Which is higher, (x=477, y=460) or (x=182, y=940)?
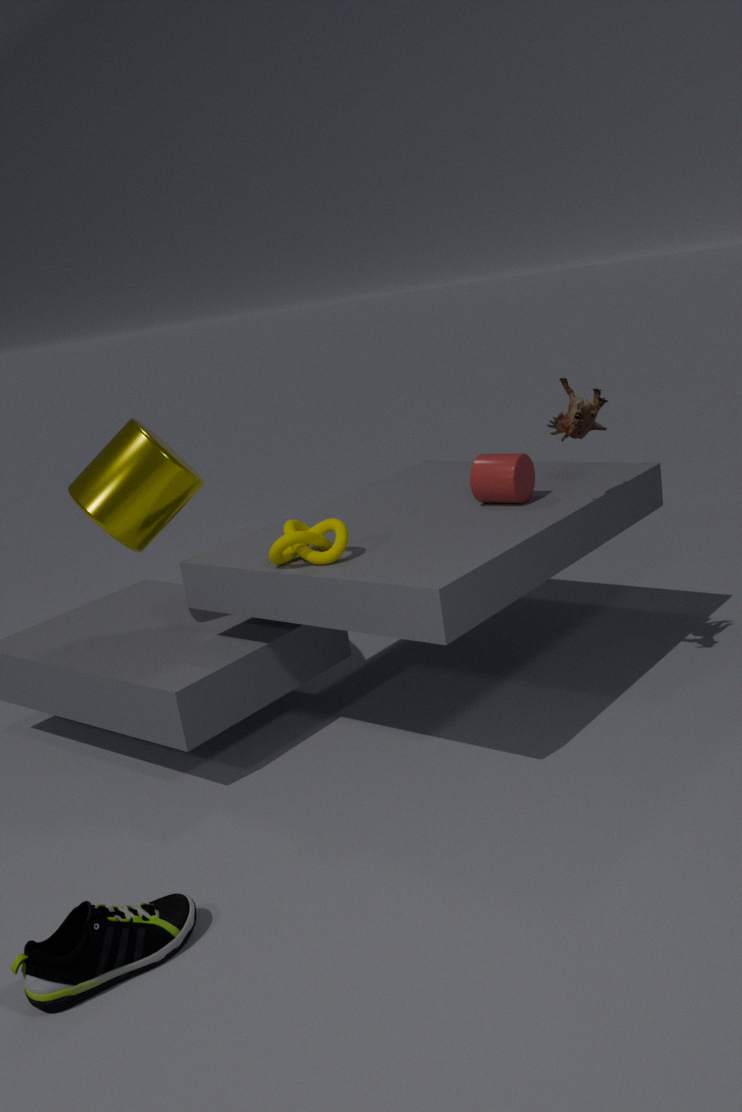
(x=477, y=460)
